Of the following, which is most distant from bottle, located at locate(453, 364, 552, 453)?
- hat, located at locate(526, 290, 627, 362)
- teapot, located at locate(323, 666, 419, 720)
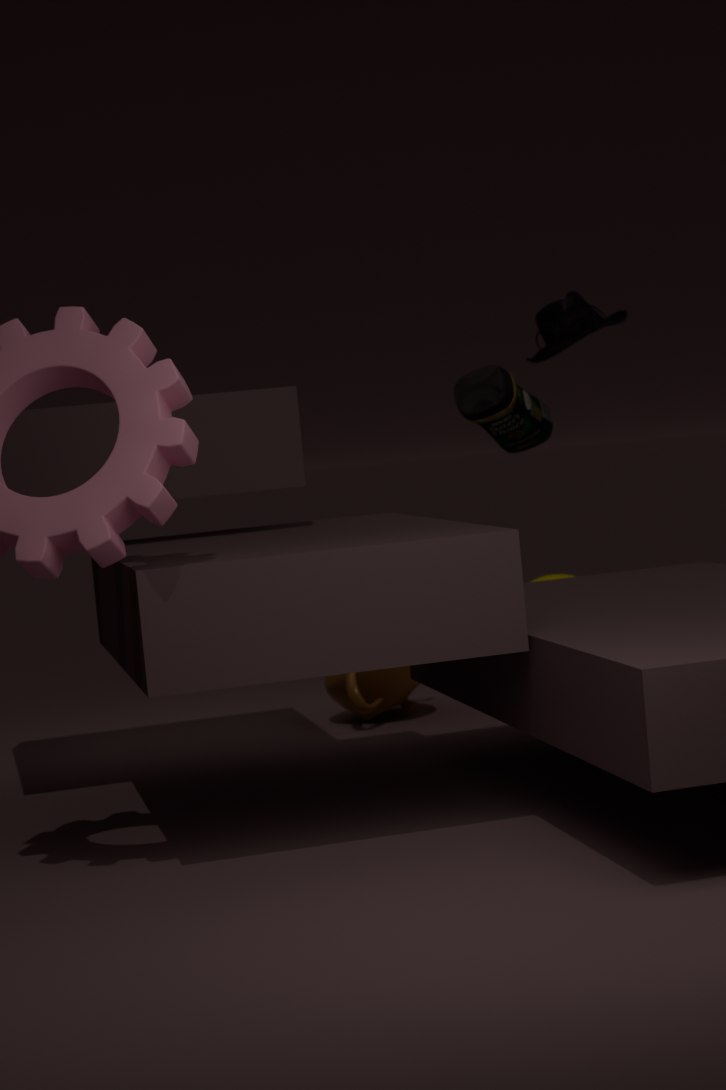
teapot, located at locate(323, 666, 419, 720)
